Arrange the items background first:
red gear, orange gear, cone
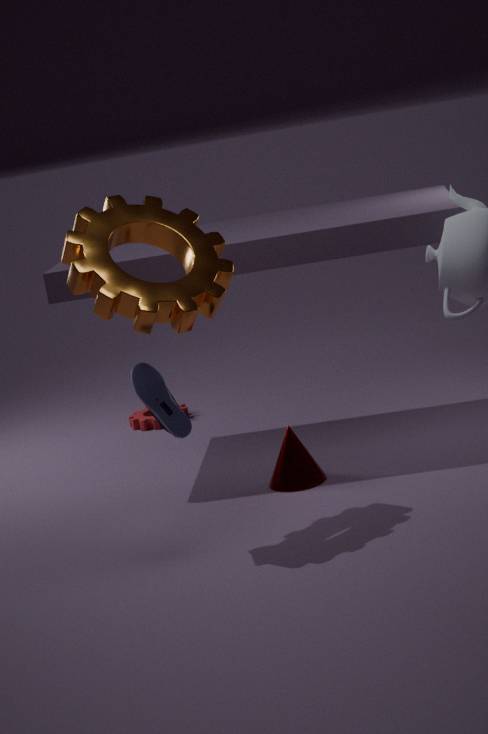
1. red gear
2. cone
3. orange gear
